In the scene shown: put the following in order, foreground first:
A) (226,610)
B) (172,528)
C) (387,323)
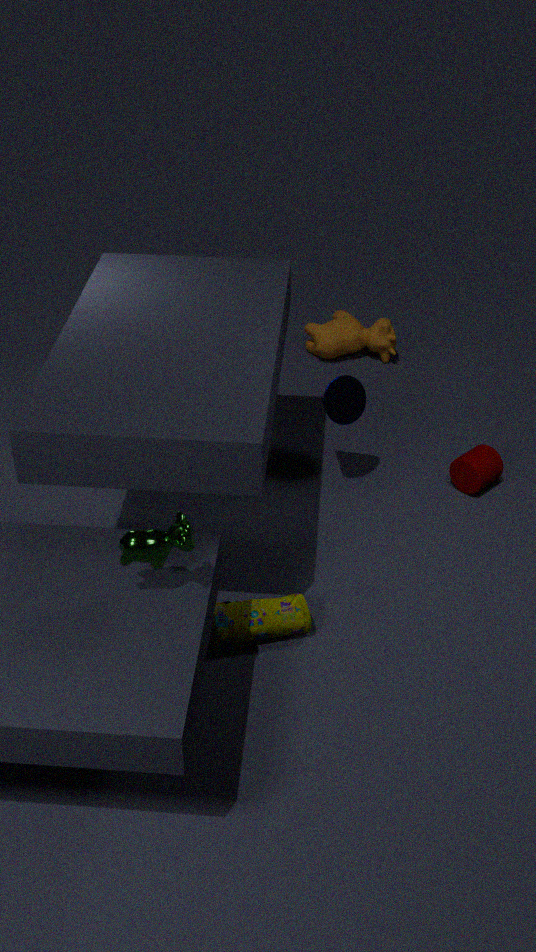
(172,528) < (226,610) < (387,323)
